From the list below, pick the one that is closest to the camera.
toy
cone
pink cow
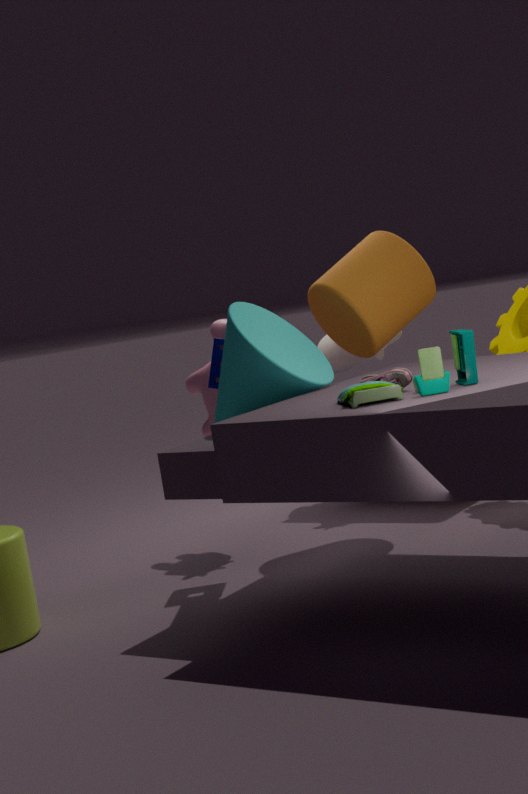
toy
